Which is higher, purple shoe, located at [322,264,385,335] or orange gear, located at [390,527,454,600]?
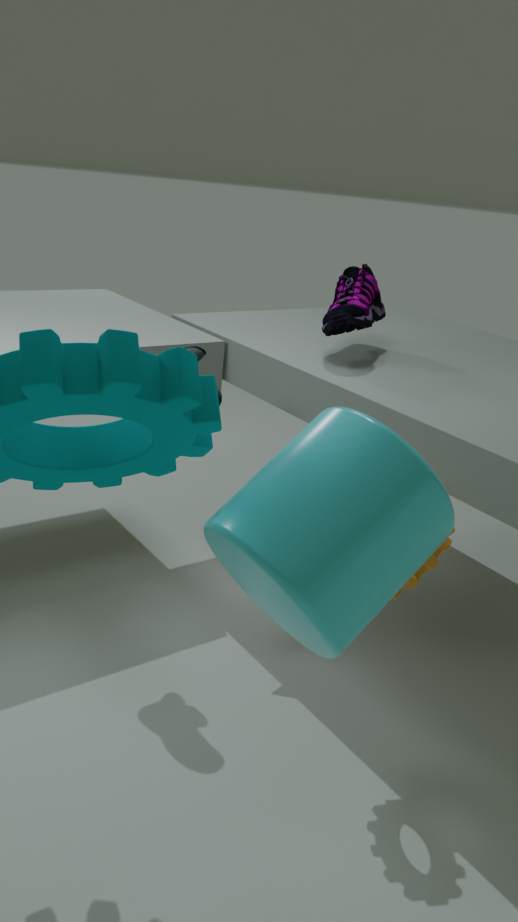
purple shoe, located at [322,264,385,335]
